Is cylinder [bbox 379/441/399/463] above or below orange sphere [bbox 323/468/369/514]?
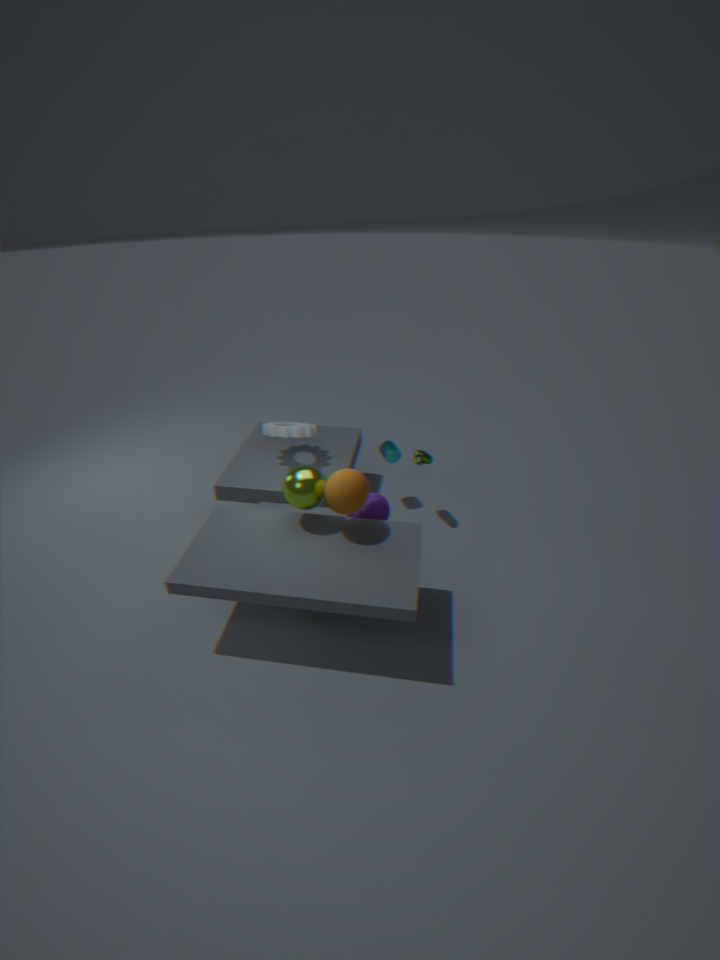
below
